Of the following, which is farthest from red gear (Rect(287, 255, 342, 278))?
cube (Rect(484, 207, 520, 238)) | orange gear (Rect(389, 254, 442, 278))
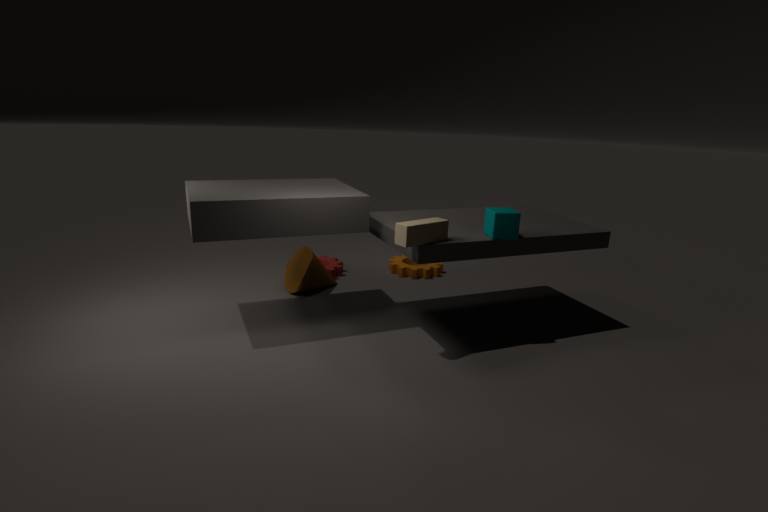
cube (Rect(484, 207, 520, 238))
